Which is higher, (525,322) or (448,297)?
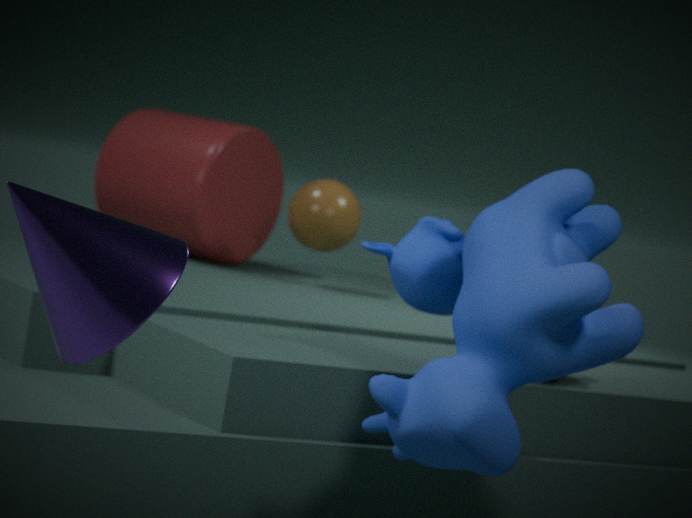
(448,297)
